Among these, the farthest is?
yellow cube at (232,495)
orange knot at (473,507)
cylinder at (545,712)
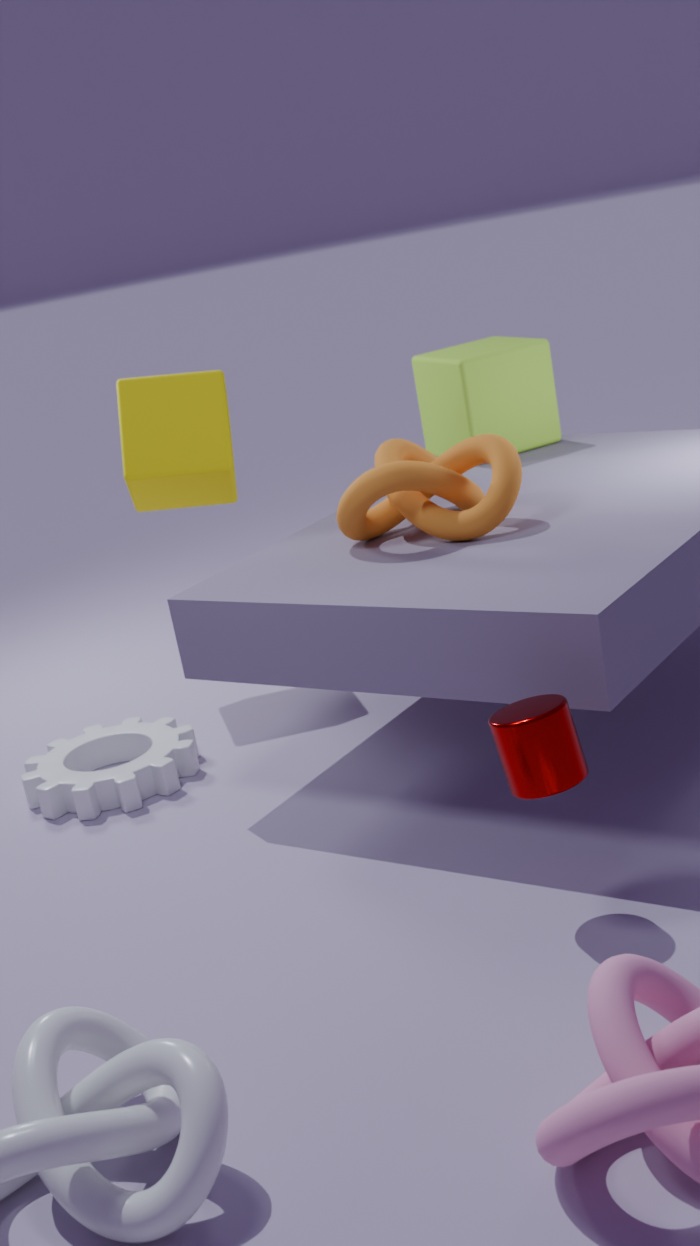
yellow cube at (232,495)
